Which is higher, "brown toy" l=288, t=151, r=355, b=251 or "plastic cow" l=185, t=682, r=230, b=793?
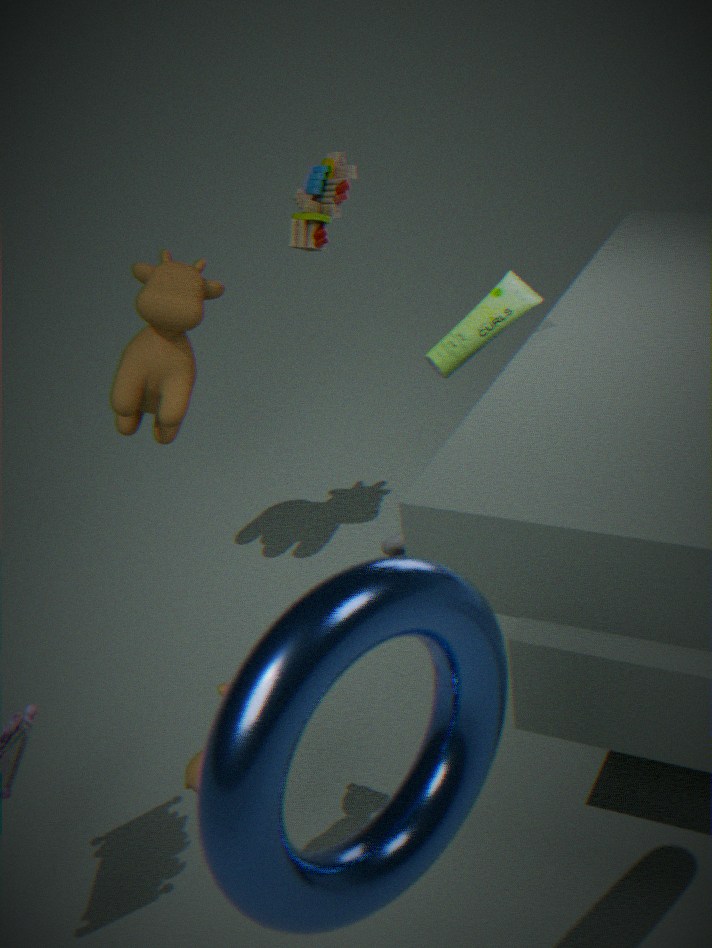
"brown toy" l=288, t=151, r=355, b=251
